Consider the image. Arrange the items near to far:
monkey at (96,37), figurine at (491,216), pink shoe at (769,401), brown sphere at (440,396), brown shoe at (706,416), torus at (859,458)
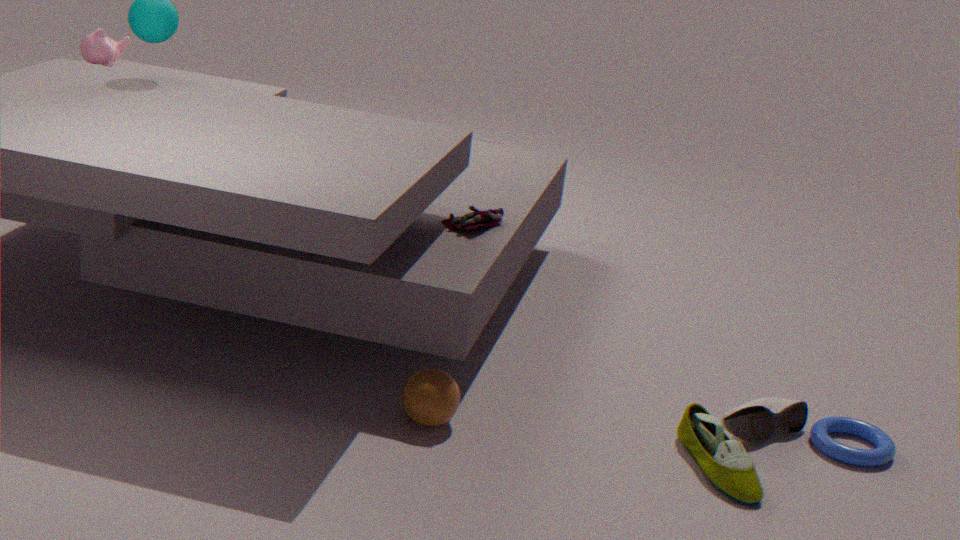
brown shoe at (706,416), brown sphere at (440,396), torus at (859,458), pink shoe at (769,401), figurine at (491,216), monkey at (96,37)
